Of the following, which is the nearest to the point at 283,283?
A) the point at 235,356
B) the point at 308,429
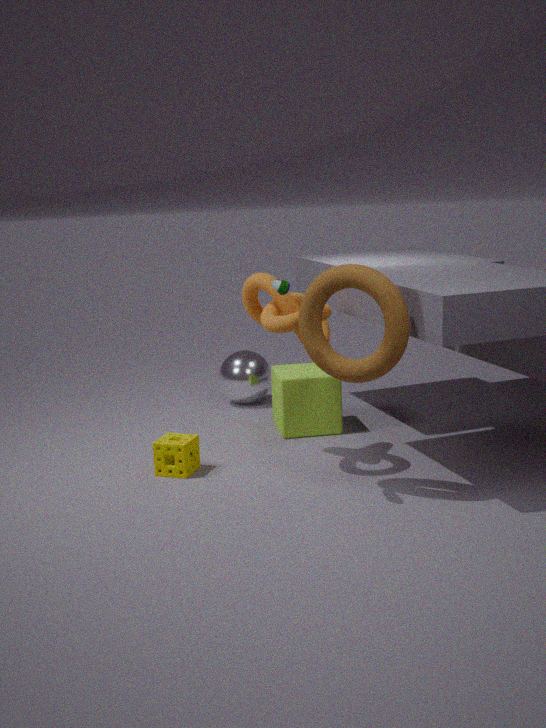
the point at 308,429
